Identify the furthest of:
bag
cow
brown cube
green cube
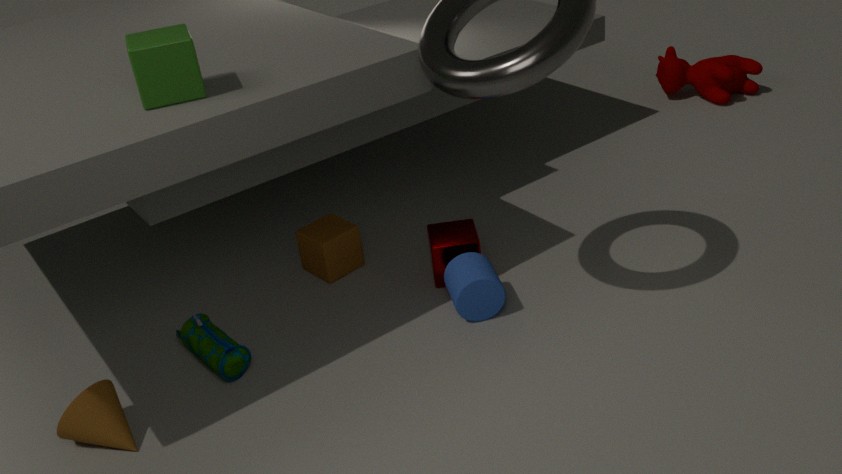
cow
